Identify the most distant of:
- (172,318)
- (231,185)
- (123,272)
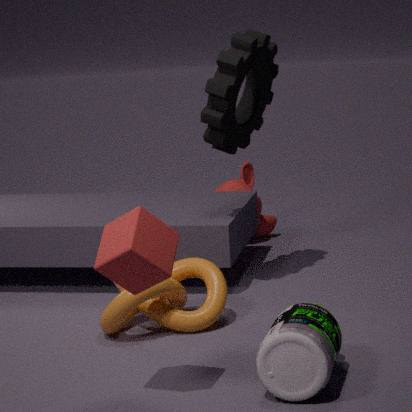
(231,185)
